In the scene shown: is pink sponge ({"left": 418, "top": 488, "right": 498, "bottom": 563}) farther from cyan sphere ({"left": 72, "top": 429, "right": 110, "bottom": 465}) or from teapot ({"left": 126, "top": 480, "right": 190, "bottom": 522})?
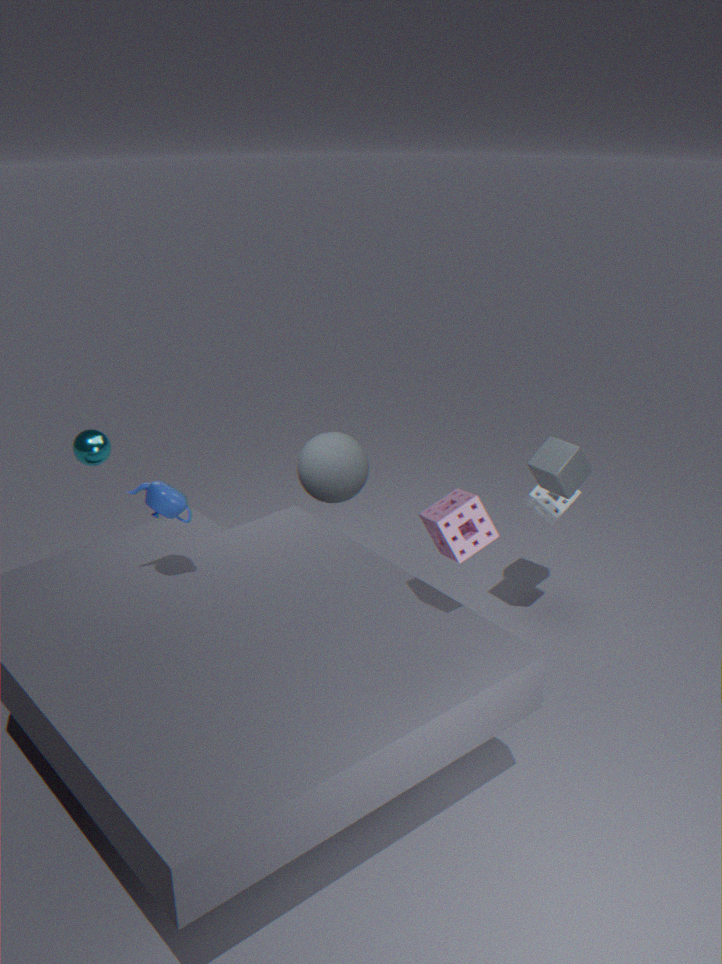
cyan sphere ({"left": 72, "top": 429, "right": 110, "bottom": 465})
